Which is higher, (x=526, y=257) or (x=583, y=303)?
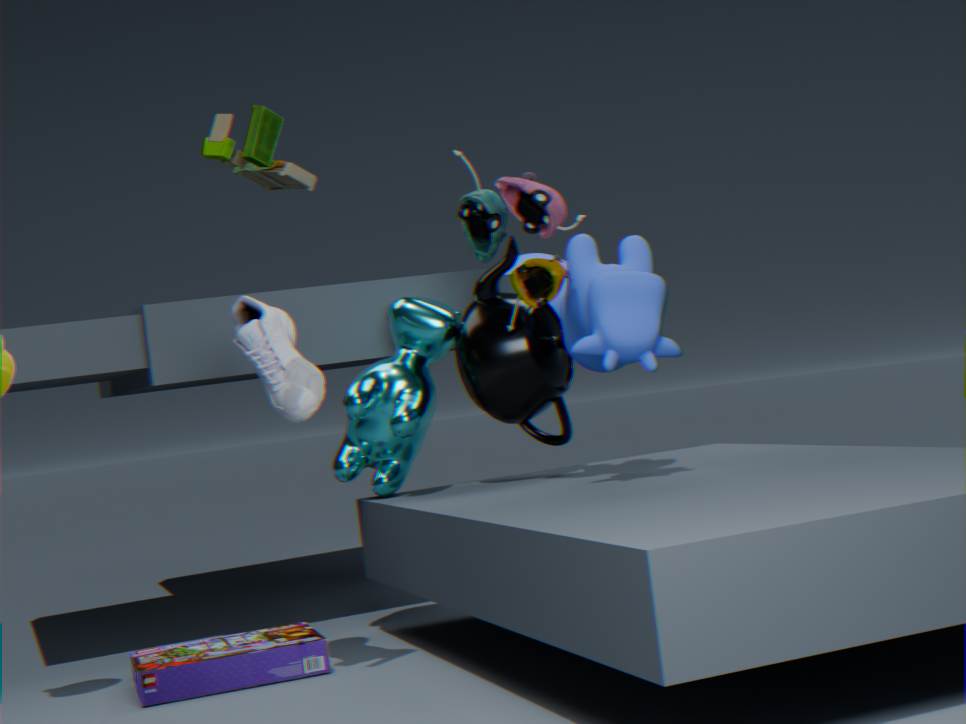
(x=526, y=257)
